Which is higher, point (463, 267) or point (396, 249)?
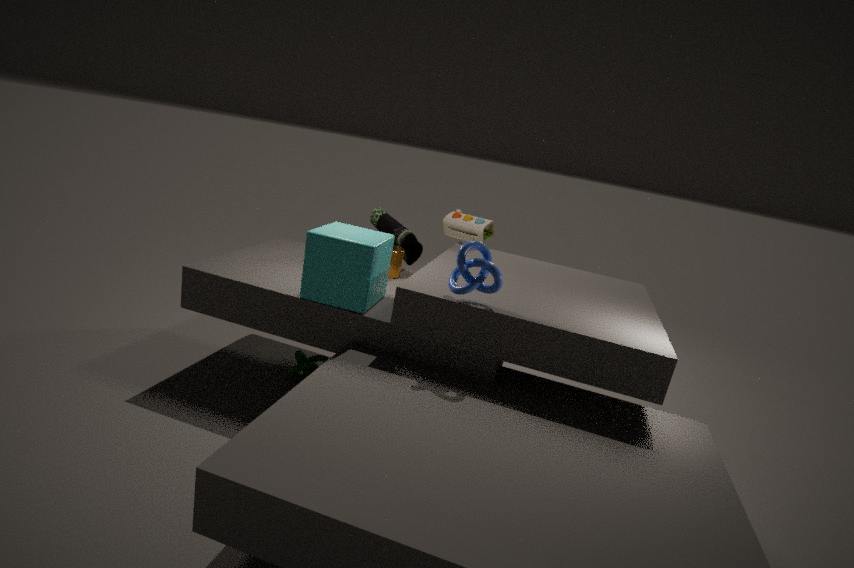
point (463, 267)
